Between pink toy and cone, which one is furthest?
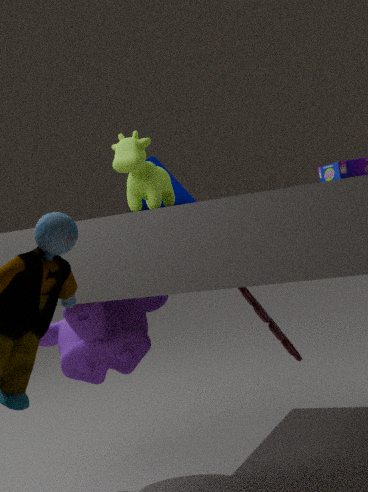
cone
